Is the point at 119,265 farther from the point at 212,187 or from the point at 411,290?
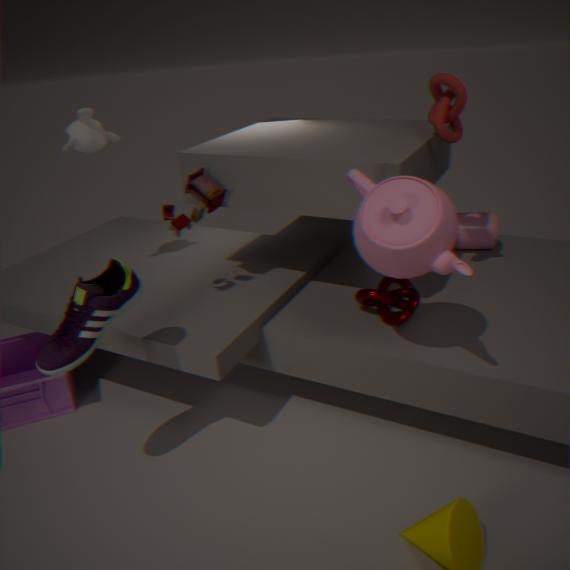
the point at 411,290
